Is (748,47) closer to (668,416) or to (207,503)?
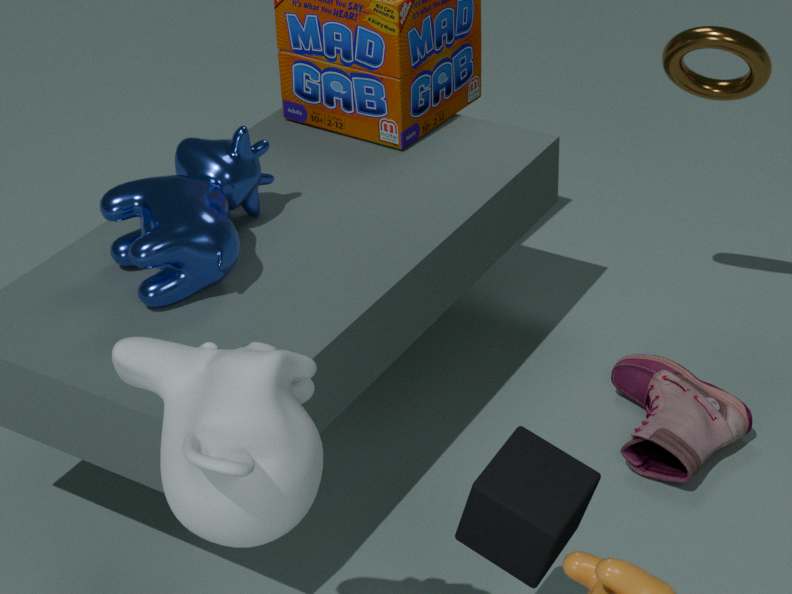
(668,416)
